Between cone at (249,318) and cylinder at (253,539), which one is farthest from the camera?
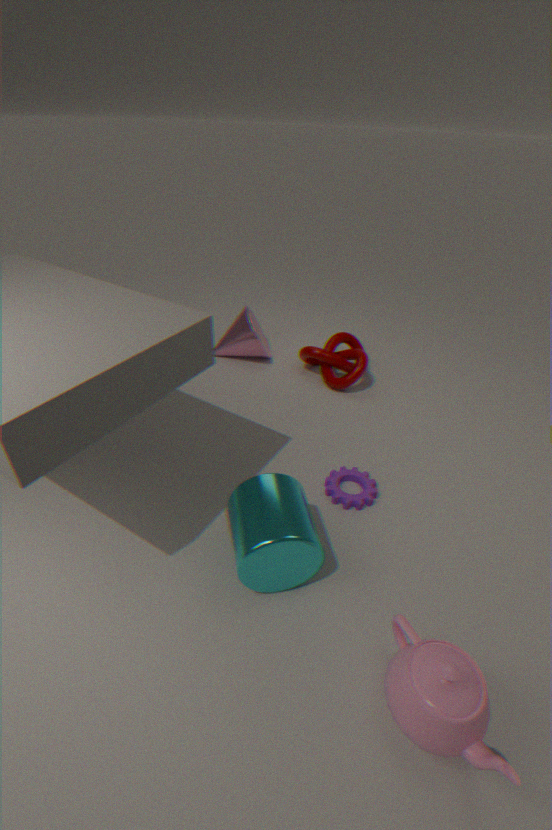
cone at (249,318)
